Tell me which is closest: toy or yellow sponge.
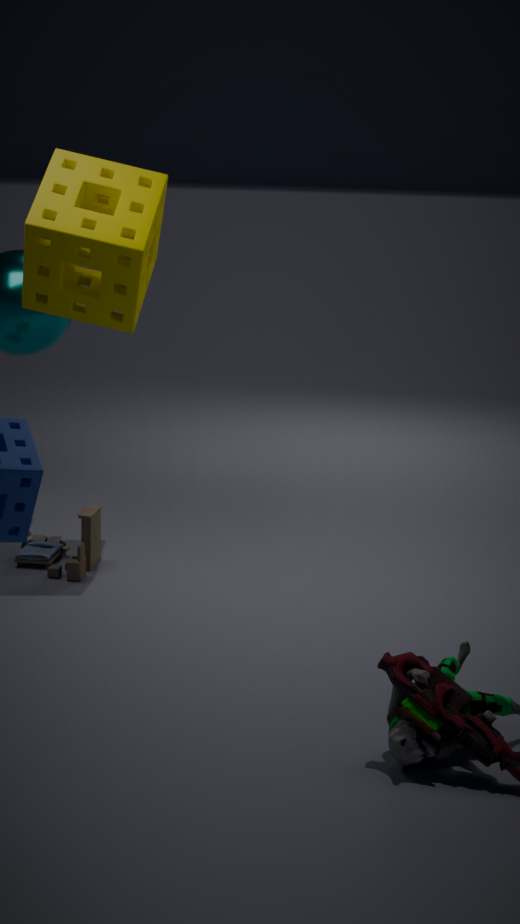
toy
